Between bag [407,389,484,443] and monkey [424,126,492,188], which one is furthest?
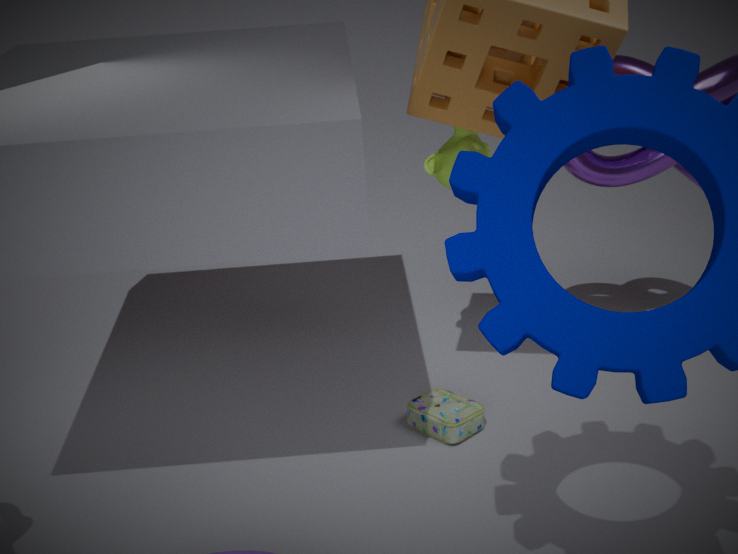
monkey [424,126,492,188]
